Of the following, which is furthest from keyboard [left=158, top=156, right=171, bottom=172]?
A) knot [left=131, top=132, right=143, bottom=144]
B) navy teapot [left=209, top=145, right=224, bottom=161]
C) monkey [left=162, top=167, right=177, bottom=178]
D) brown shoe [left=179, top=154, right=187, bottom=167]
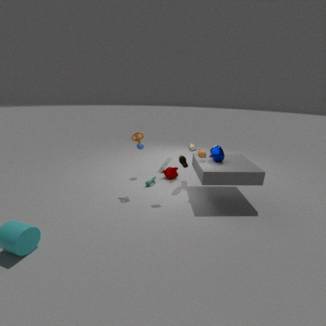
monkey [left=162, top=167, right=177, bottom=178]
